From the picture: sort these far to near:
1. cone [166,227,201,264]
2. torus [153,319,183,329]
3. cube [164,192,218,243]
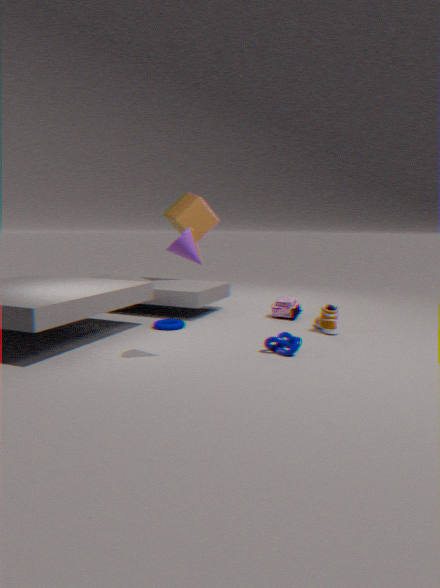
cube [164,192,218,243] → torus [153,319,183,329] → cone [166,227,201,264]
